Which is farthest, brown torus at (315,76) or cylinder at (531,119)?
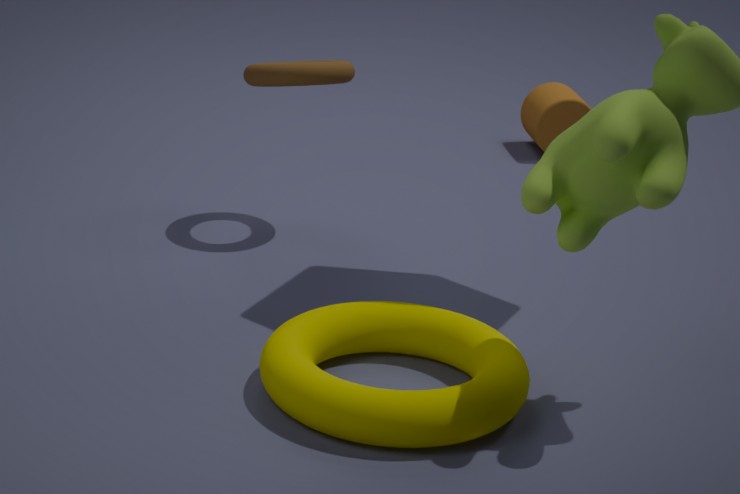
cylinder at (531,119)
